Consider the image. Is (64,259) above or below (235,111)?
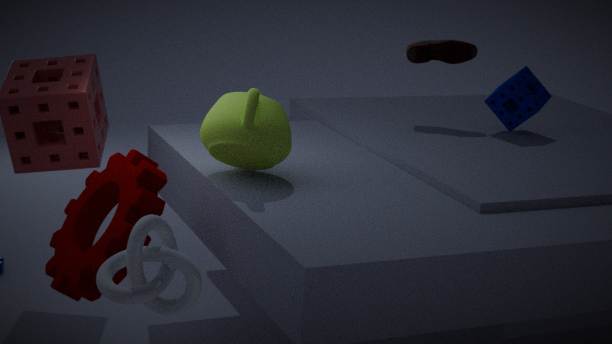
below
